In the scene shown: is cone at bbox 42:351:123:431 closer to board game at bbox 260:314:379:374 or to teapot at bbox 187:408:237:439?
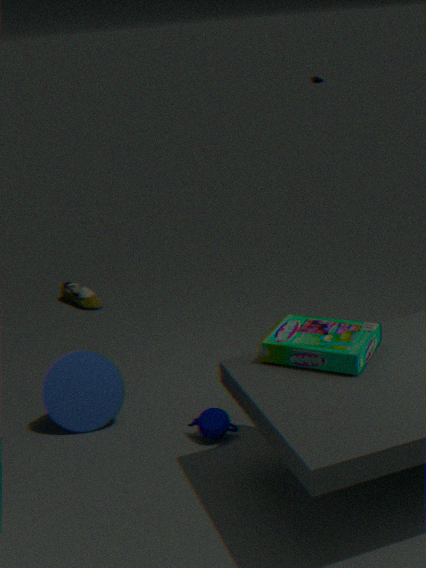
teapot at bbox 187:408:237:439
